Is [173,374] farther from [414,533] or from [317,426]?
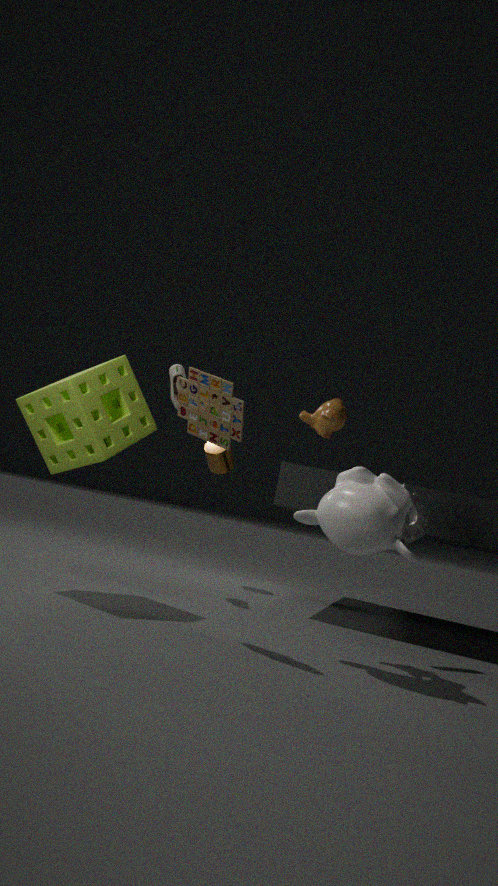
[414,533]
